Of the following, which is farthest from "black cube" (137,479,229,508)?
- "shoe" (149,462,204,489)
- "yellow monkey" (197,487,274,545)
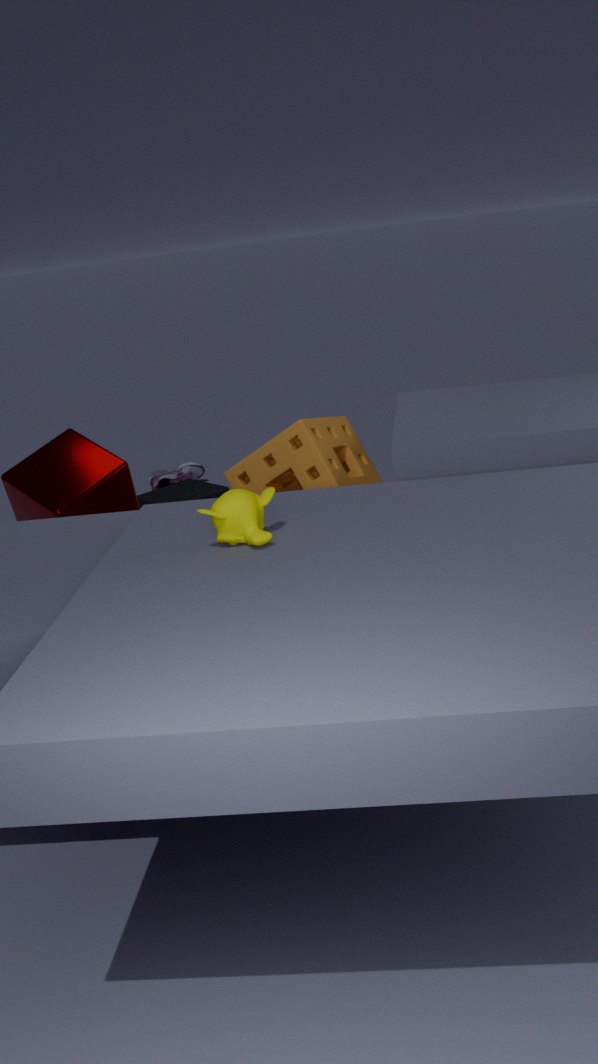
"yellow monkey" (197,487,274,545)
